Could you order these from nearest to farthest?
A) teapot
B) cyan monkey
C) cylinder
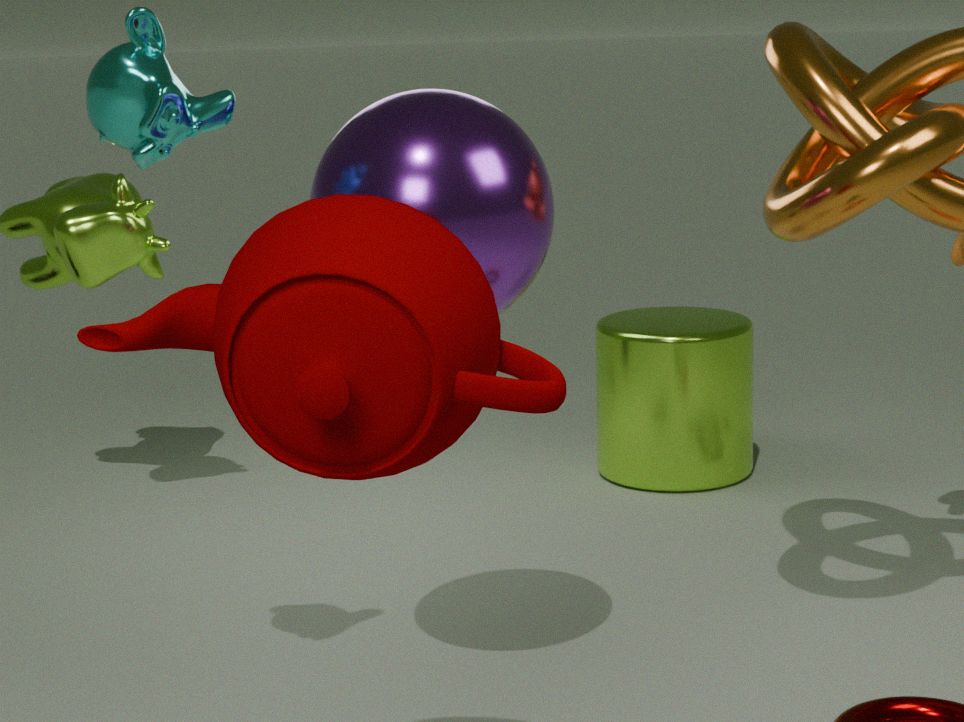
teapot, cyan monkey, cylinder
